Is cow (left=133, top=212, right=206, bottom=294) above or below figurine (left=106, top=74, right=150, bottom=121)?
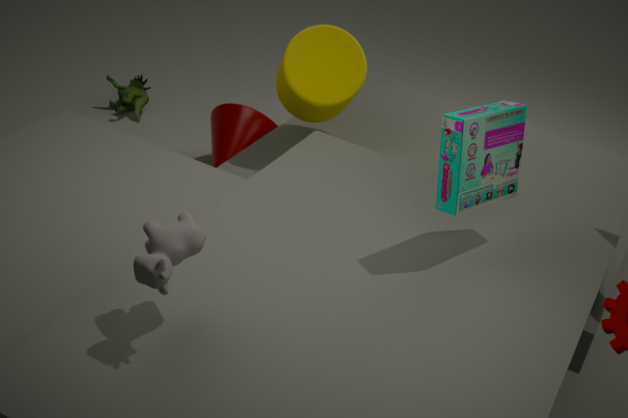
above
